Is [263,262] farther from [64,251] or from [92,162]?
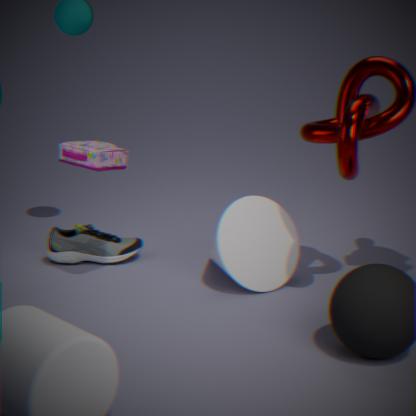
[92,162]
